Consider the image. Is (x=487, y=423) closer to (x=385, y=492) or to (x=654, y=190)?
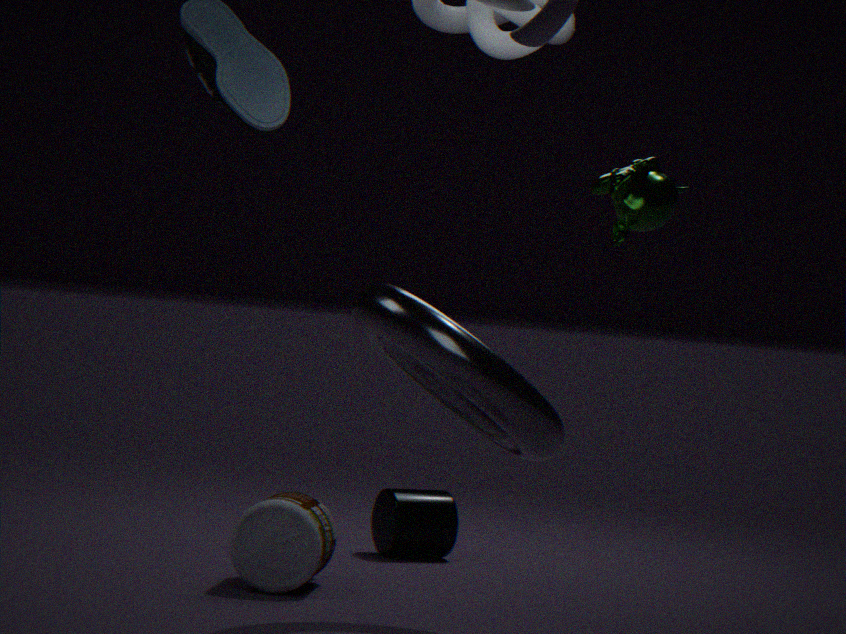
(x=654, y=190)
